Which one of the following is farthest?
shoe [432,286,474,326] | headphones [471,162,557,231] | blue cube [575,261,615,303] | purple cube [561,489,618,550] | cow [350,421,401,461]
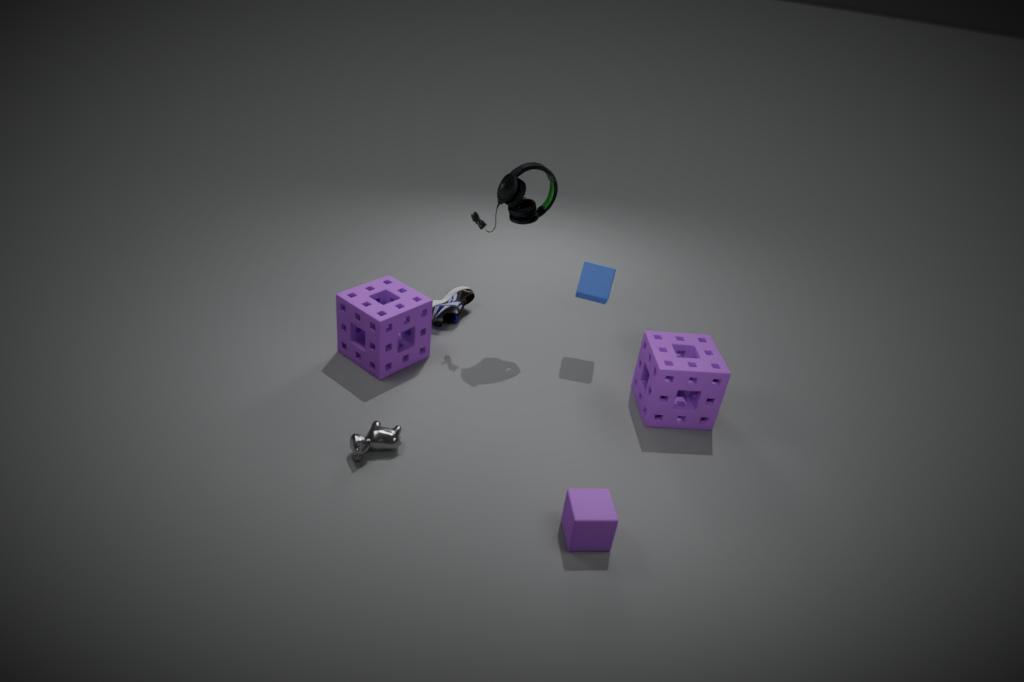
shoe [432,286,474,326]
